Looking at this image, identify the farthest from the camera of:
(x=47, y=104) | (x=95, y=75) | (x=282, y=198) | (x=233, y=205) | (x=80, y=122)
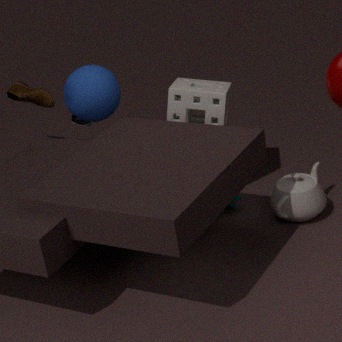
(x=80, y=122)
